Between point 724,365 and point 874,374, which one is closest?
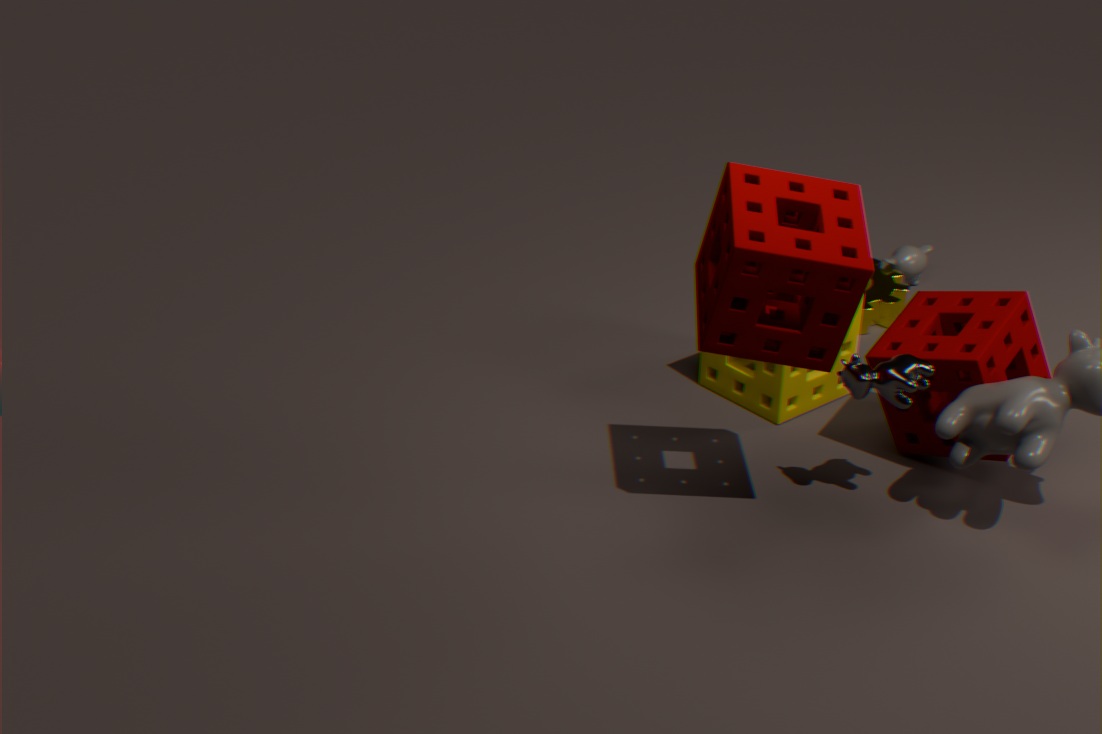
point 874,374
